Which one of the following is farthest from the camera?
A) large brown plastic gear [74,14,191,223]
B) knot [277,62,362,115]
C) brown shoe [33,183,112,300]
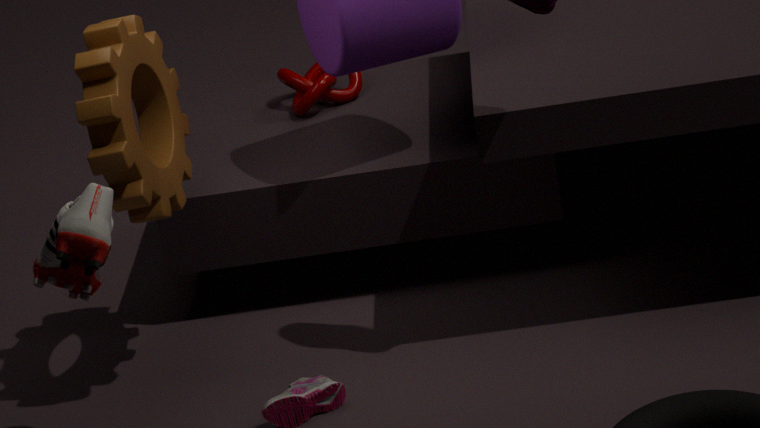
knot [277,62,362,115]
